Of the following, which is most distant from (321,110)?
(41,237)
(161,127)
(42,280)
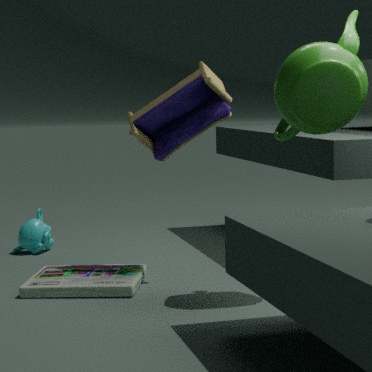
(41,237)
